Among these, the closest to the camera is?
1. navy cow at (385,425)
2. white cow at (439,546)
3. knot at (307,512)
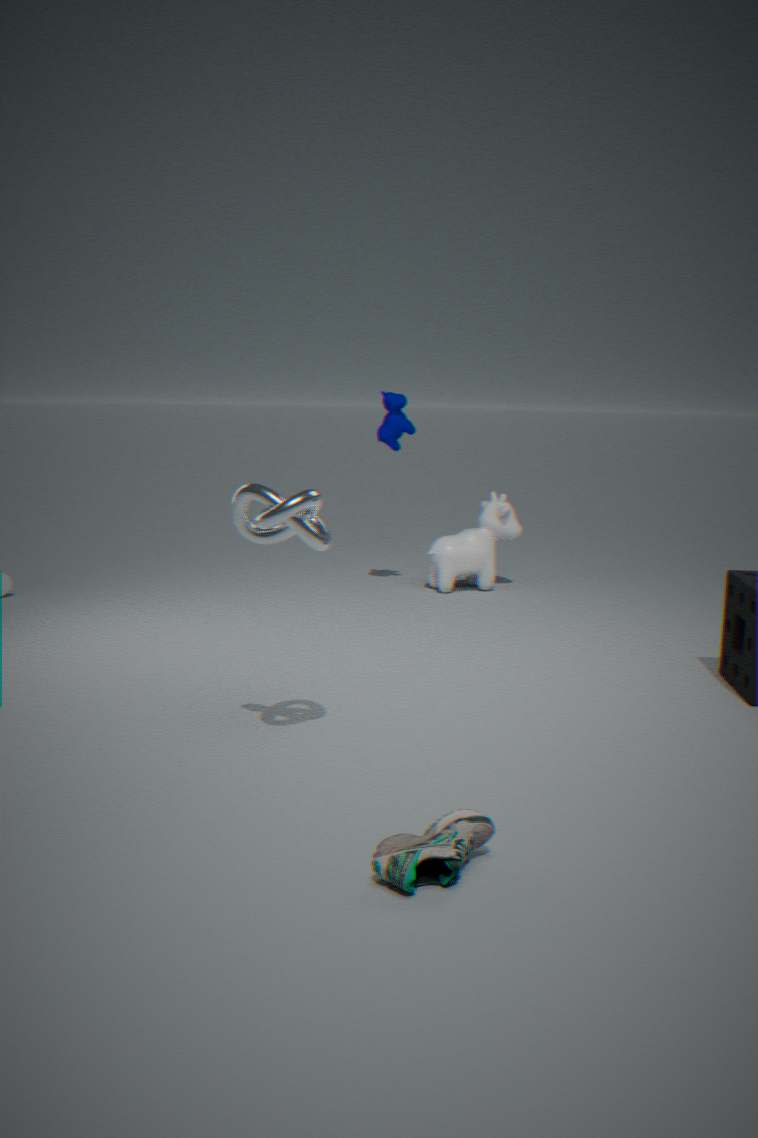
knot at (307,512)
